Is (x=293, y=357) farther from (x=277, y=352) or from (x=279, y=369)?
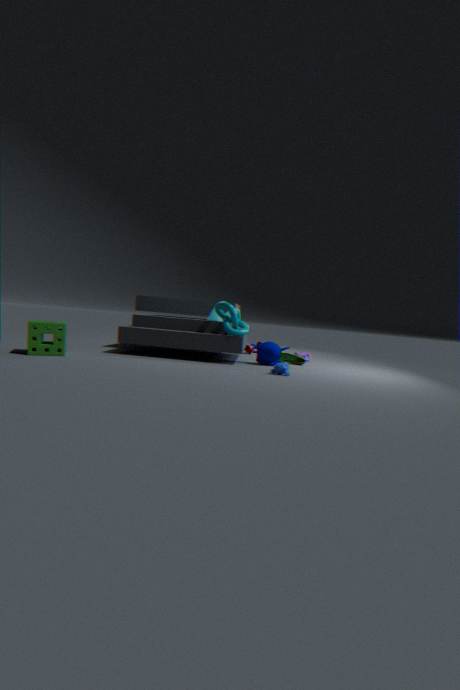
(x=279, y=369)
